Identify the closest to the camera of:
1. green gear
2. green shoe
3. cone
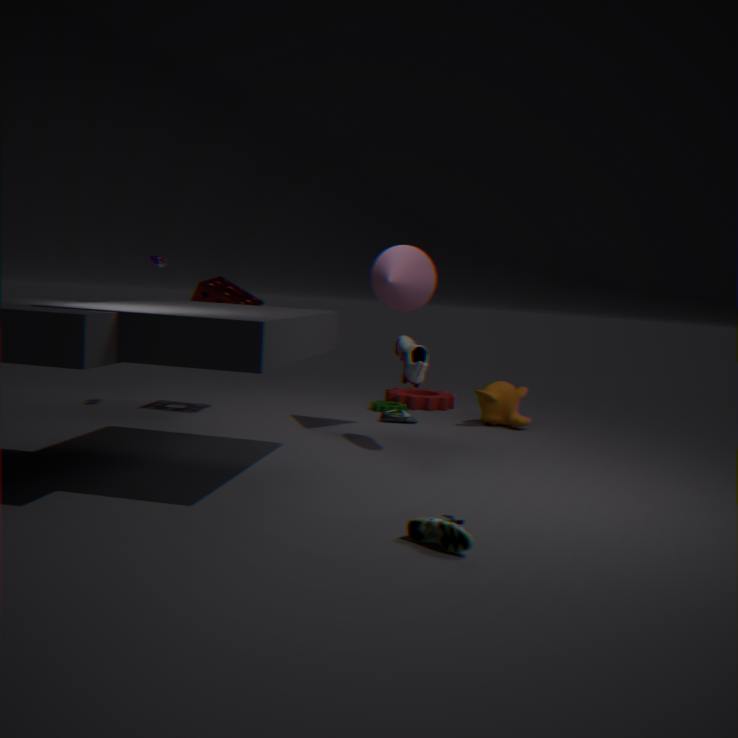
green shoe
